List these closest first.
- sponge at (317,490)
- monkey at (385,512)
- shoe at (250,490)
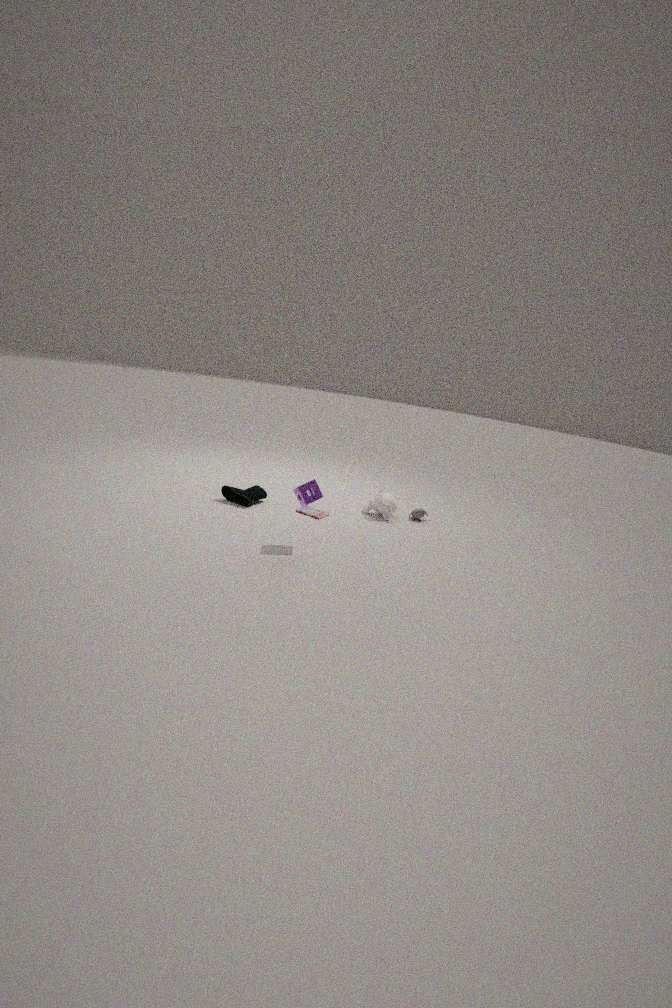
1. sponge at (317,490)
2. shoe at (250,490)
3. monkey at (385,512)
